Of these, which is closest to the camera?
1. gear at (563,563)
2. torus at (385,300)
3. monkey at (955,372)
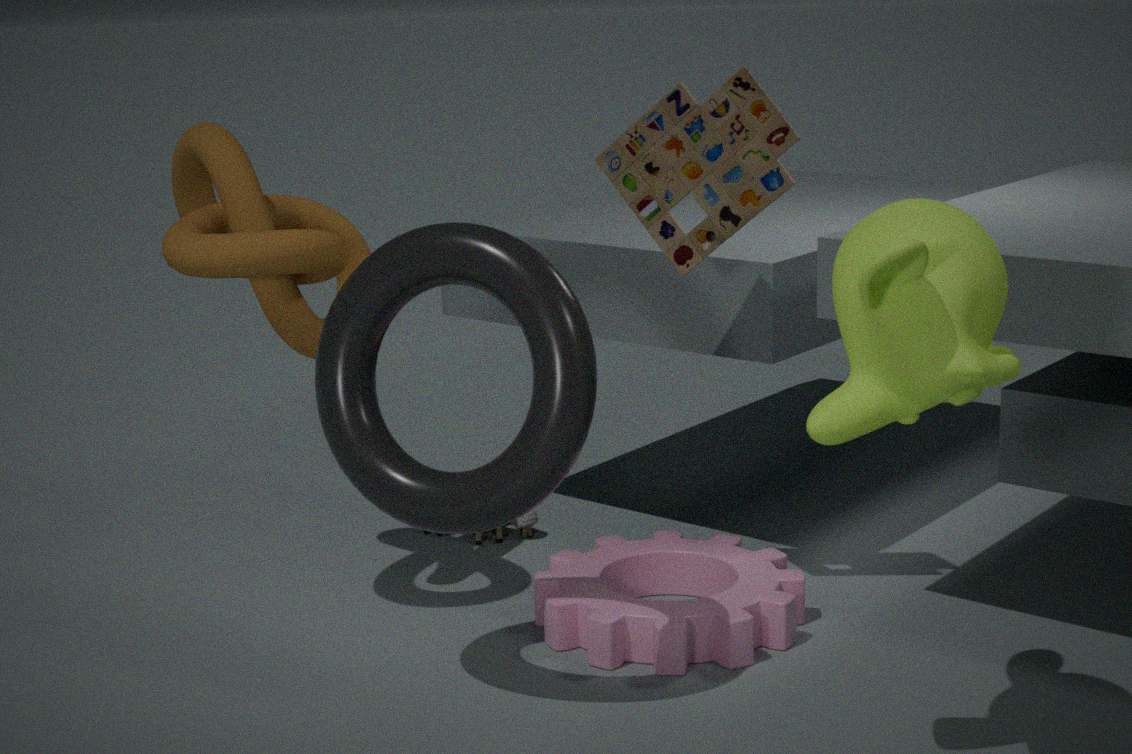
monkey at (955,372)
